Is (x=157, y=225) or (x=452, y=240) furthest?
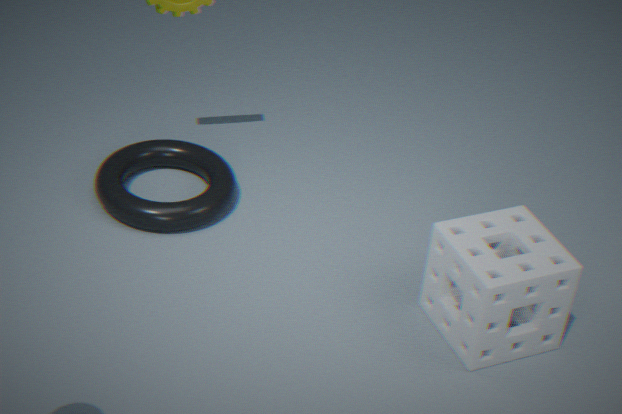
(x=157, y=225)
